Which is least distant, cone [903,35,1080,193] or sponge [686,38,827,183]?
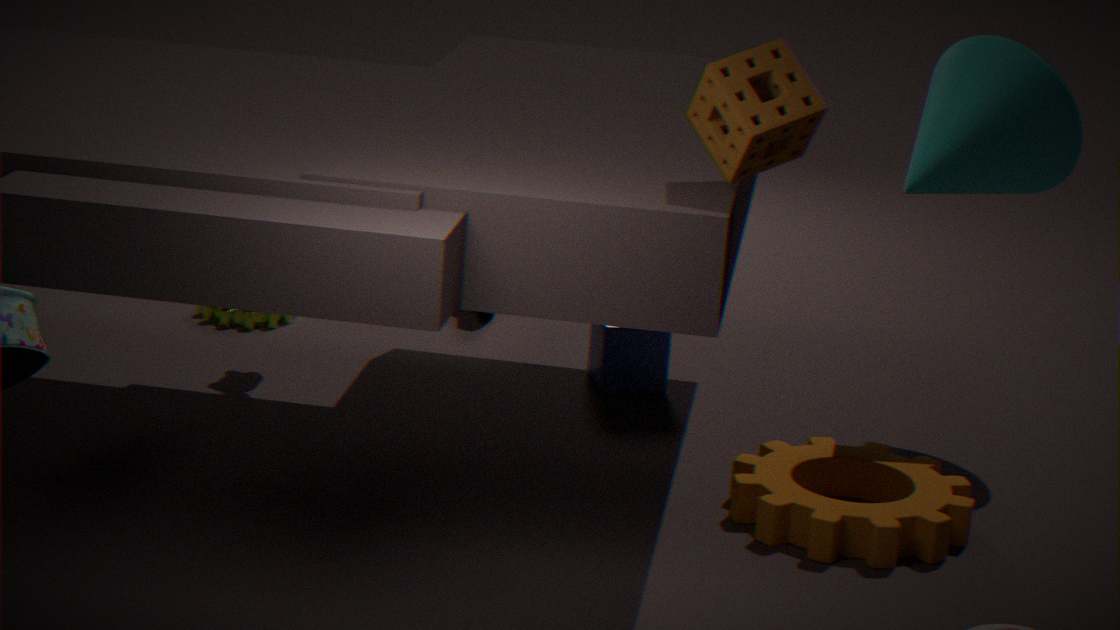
sponge [686,38,827,183]
